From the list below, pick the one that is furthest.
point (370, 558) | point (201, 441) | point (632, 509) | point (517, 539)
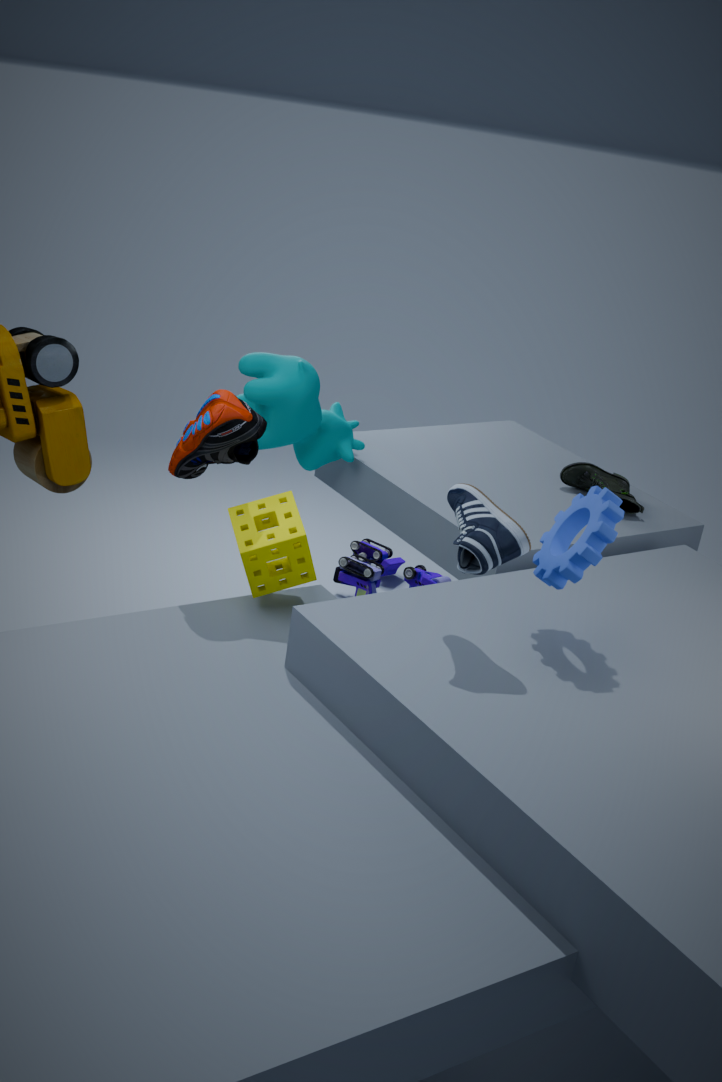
point (370, 558)
